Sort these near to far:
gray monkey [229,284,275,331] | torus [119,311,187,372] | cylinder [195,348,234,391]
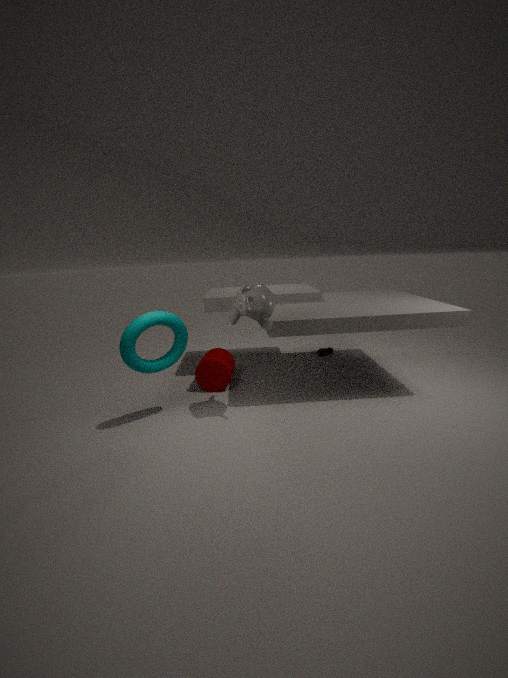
torus [119,311,187,372] → gray monkey [229,284,275,331] → cylinder [195,348,234,391]
